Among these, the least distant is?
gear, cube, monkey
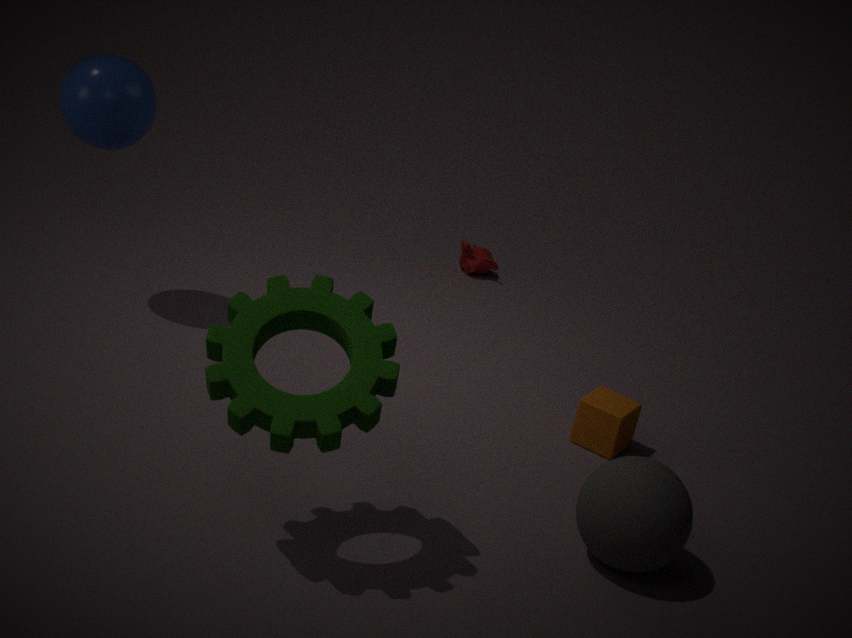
gear
